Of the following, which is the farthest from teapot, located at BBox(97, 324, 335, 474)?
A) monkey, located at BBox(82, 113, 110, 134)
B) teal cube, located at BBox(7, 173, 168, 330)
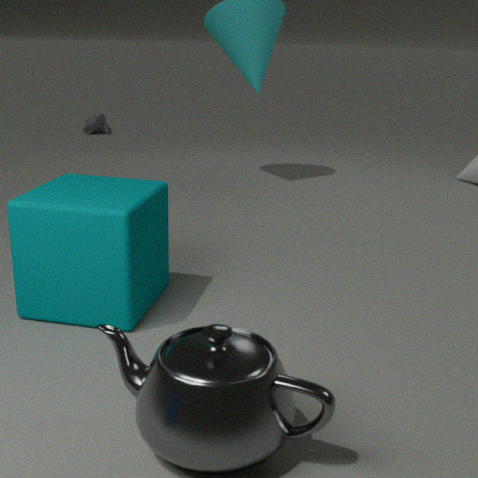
monkey, located at BBox(82, 113, 110, 134)
